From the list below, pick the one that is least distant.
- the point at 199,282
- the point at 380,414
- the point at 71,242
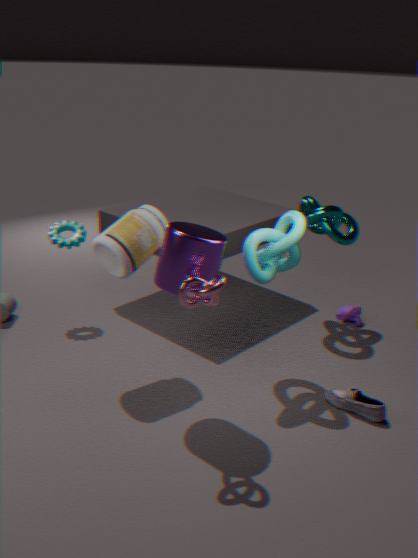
the point at 199,282
